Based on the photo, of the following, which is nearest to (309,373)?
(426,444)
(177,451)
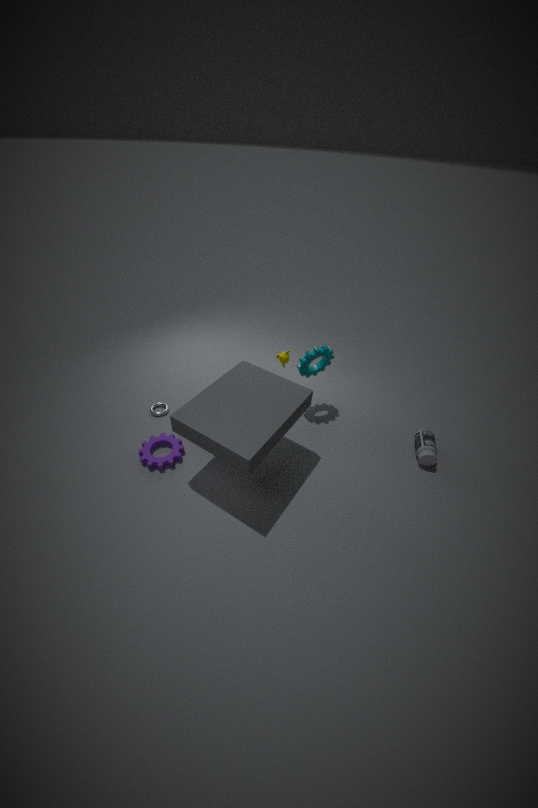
(426,444)
